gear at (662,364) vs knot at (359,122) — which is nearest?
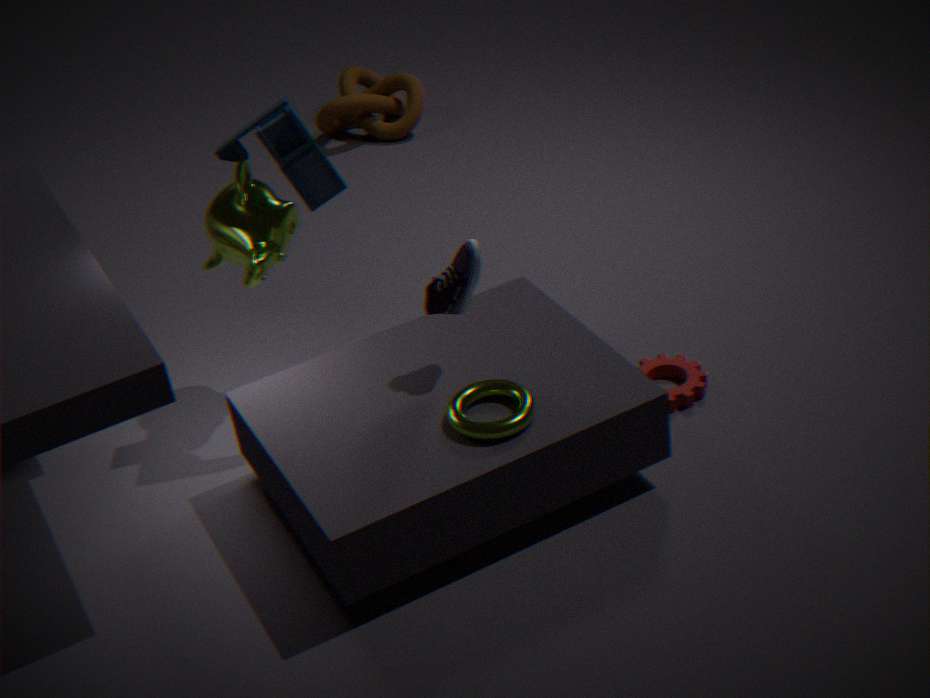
gear at (662,364)
